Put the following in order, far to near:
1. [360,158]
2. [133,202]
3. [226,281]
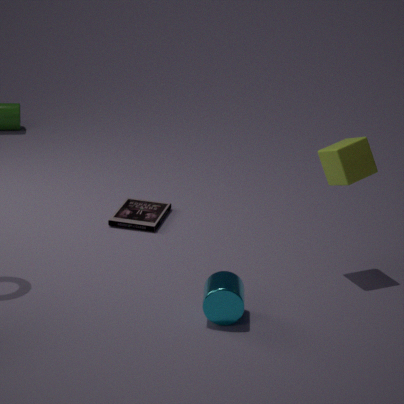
[133,202] < [360,158] < [226,281]
